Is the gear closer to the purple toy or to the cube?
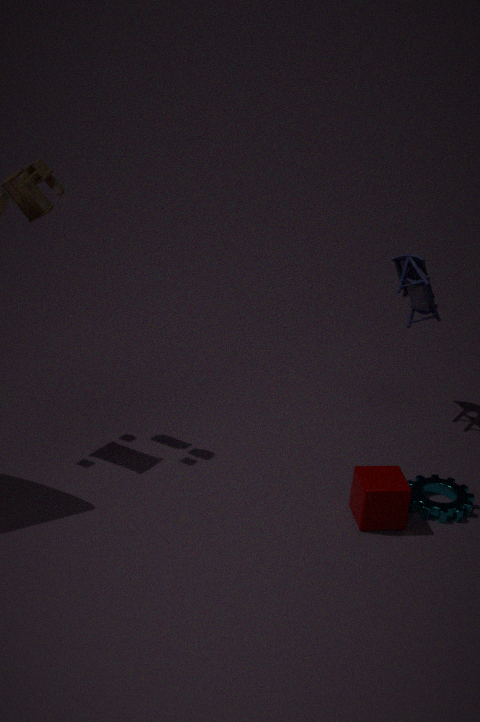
the cube
